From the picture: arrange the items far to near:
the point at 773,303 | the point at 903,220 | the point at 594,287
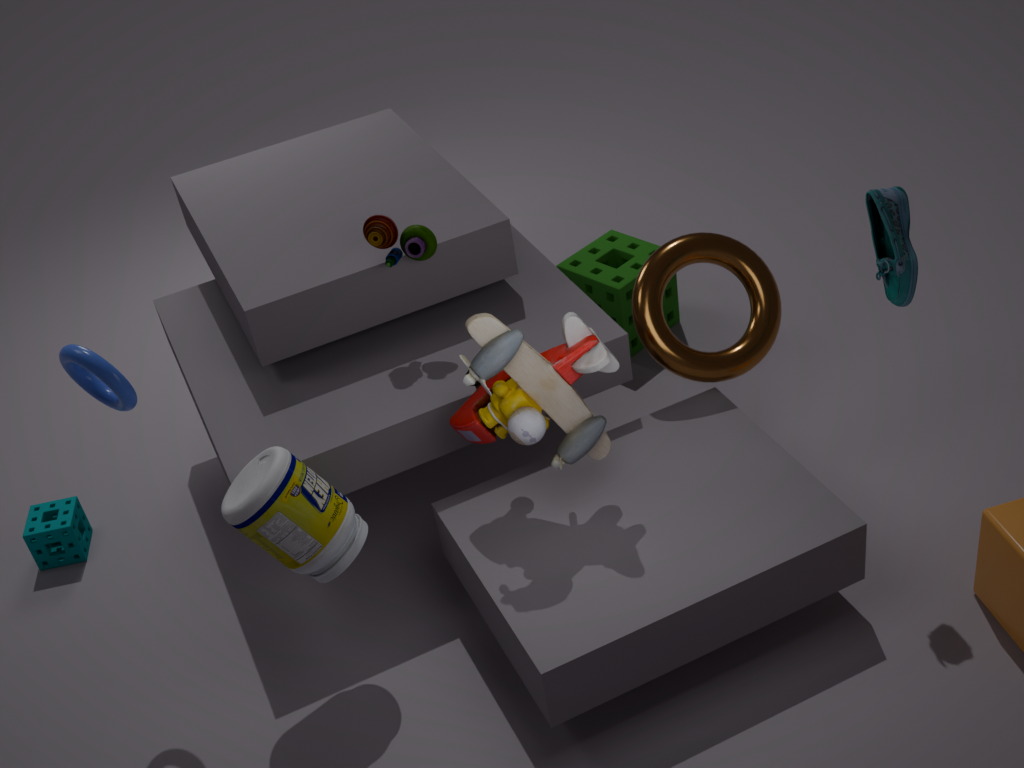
the point at 594,287
the point at 773,303
the point at 903,220
